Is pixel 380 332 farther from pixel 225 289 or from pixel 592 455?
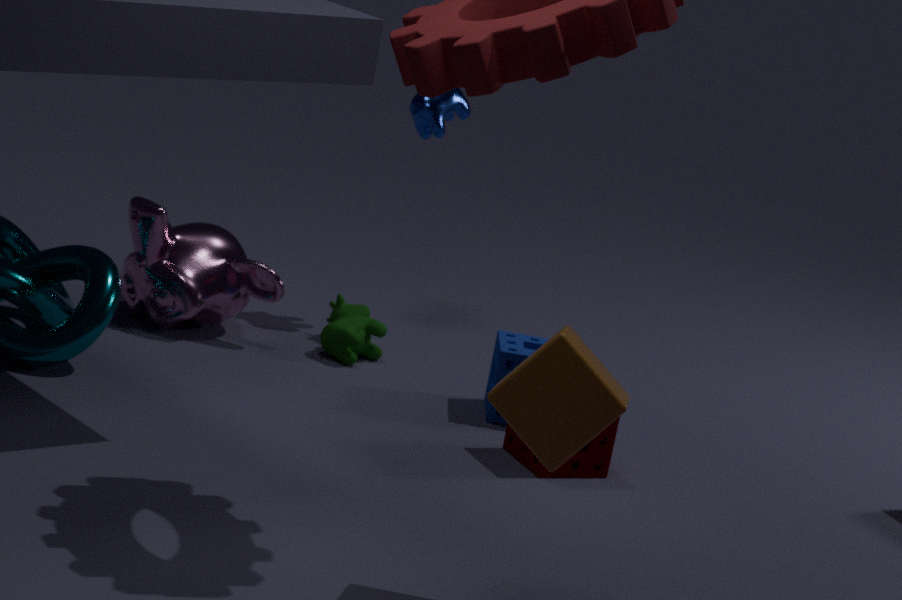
pixel 592 455
